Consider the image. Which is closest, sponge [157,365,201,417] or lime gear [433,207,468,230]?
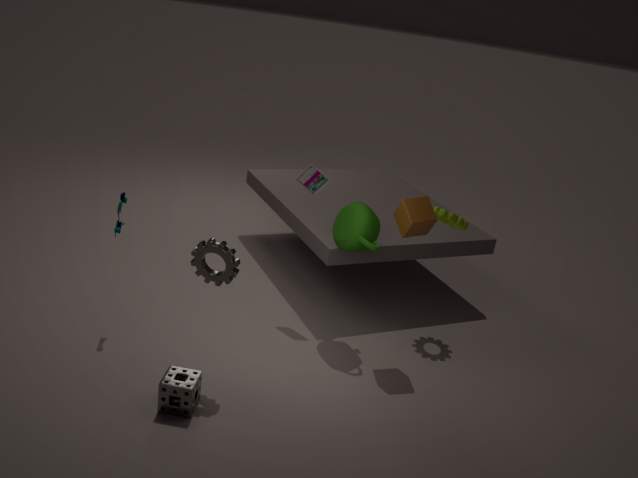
sponge [157,365,201,417]
